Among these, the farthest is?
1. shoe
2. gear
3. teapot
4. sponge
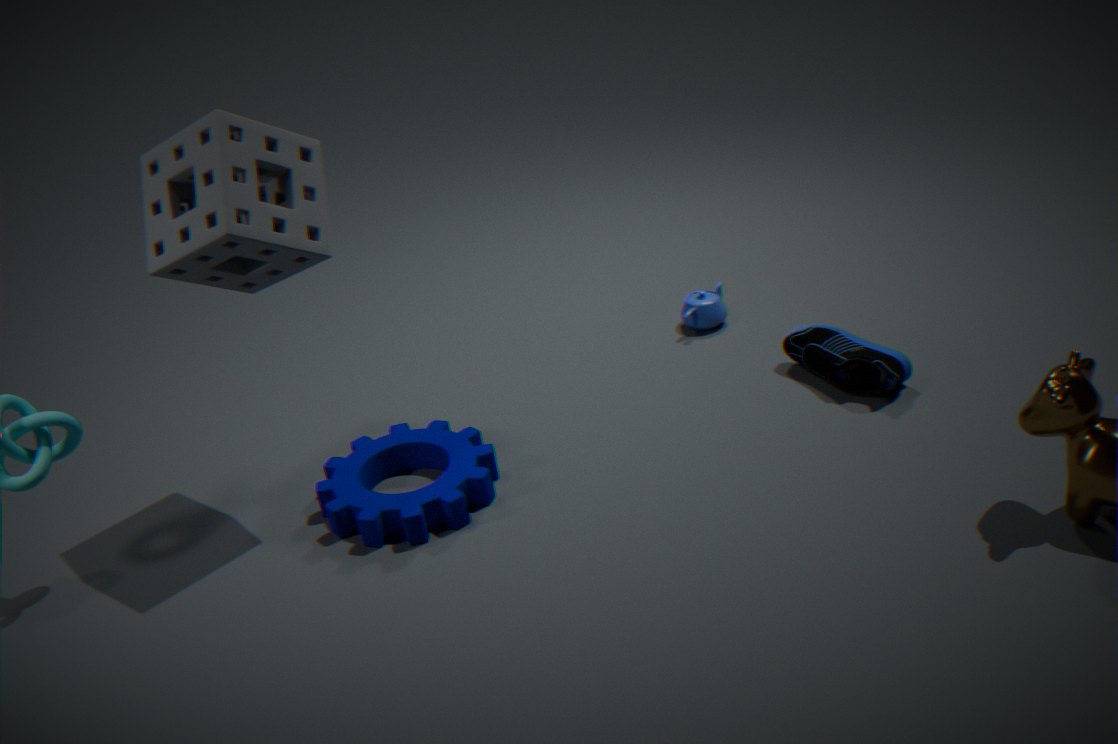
teapot
